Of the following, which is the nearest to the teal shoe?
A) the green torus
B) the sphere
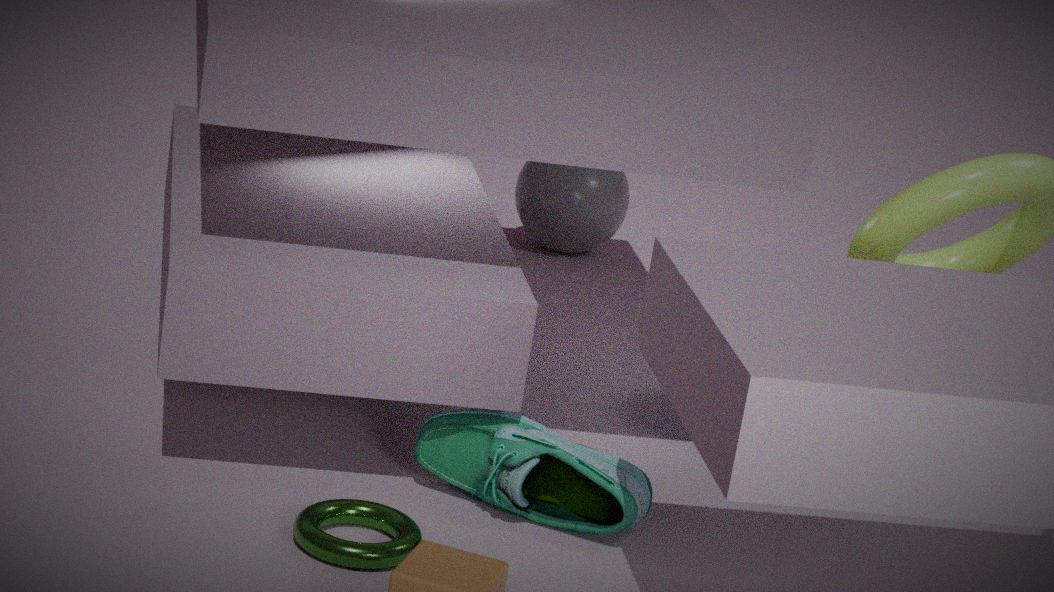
the green torus
